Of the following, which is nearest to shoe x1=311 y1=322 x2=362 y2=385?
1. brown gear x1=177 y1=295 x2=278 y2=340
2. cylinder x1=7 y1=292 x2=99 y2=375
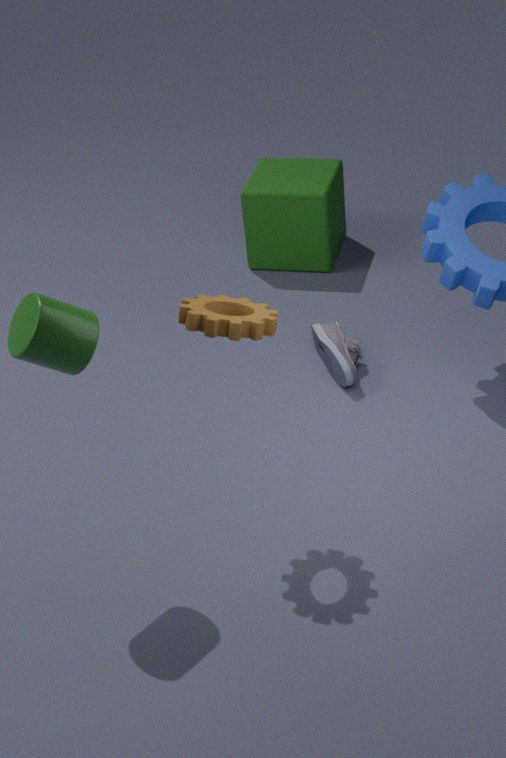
brown gear x1=177 y1=295 x2=278 y2=340
